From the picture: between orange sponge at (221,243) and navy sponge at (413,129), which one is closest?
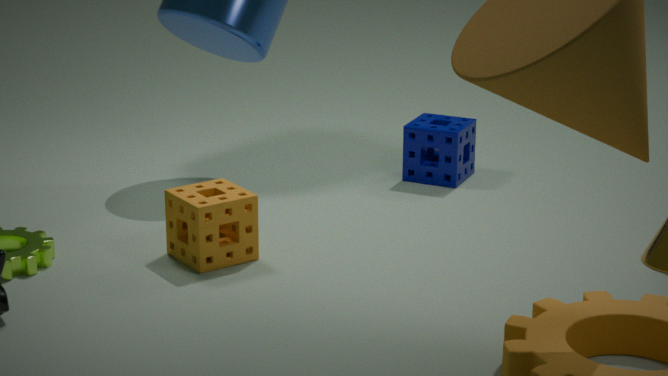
orange sponge at (221,243)
